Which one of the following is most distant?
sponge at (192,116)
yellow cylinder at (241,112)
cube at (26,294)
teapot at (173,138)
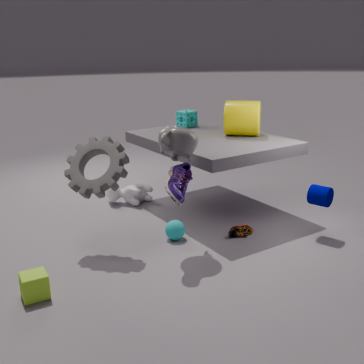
sponge at (192,116)
